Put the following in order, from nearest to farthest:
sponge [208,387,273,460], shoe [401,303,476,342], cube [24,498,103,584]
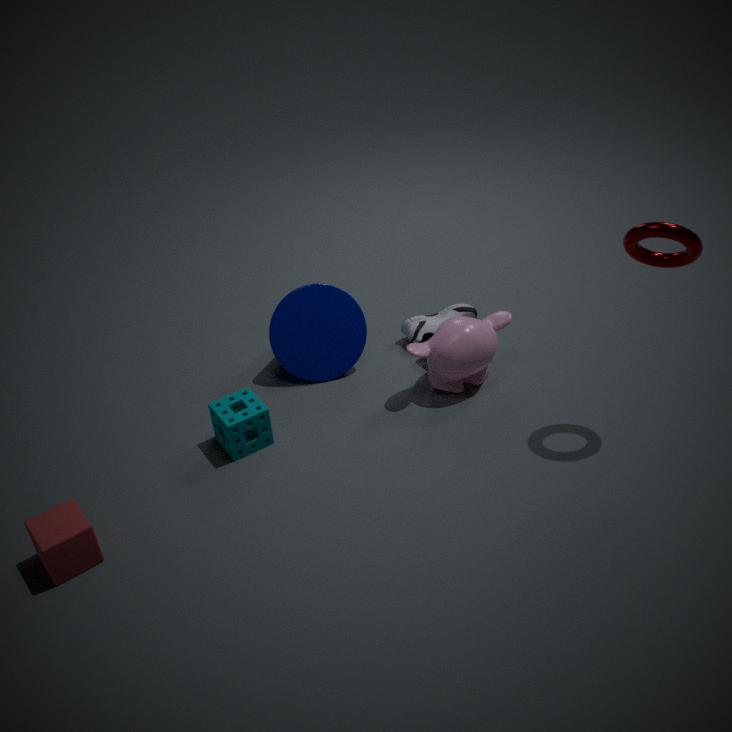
cube [24,498,103,584]
sponge [208,387,273,460]
shoe [401,303,476,342]
